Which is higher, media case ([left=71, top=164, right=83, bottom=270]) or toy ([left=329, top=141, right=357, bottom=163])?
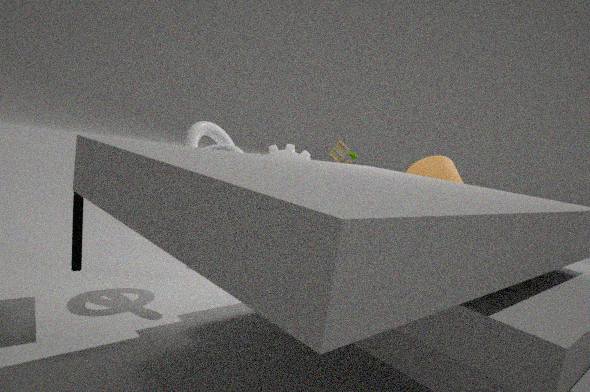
toy ([left=329, top=141, right=357, bottom=163])
